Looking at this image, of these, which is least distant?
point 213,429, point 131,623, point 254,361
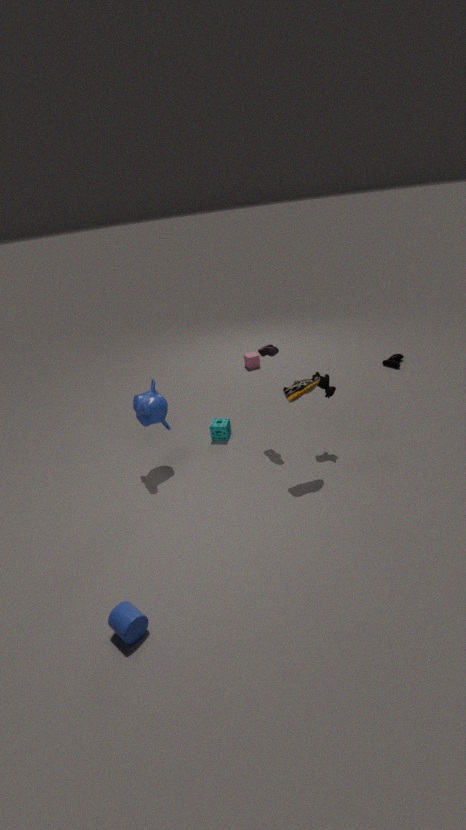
point 131,623
